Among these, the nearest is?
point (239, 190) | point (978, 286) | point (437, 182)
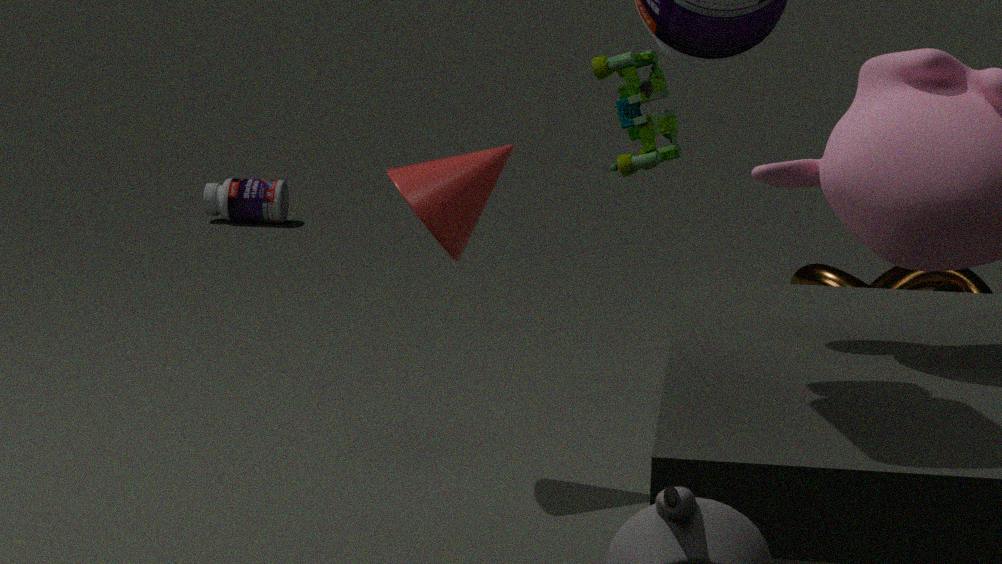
point (437, 182)
